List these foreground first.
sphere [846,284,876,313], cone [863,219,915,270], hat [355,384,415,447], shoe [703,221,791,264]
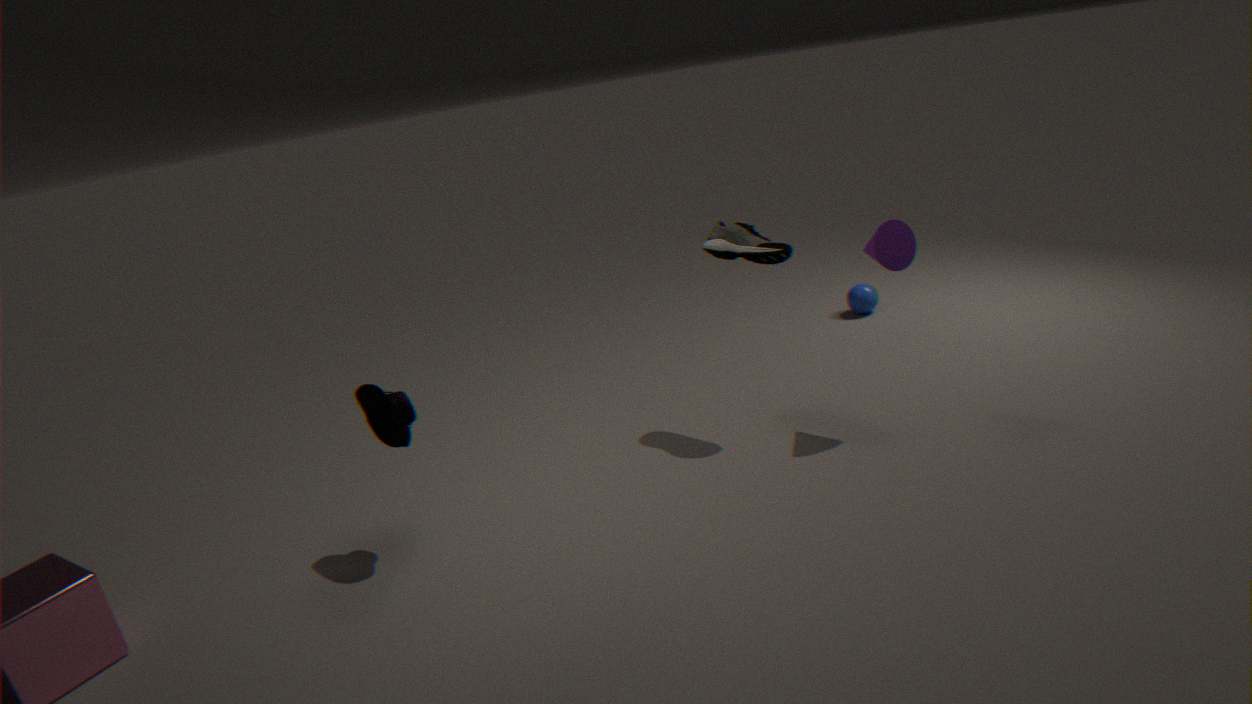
hat [355,384,415,447]
cone [863,219,915,270]
shoe [703,221,791,264]
sphere [846,284,876,313]
